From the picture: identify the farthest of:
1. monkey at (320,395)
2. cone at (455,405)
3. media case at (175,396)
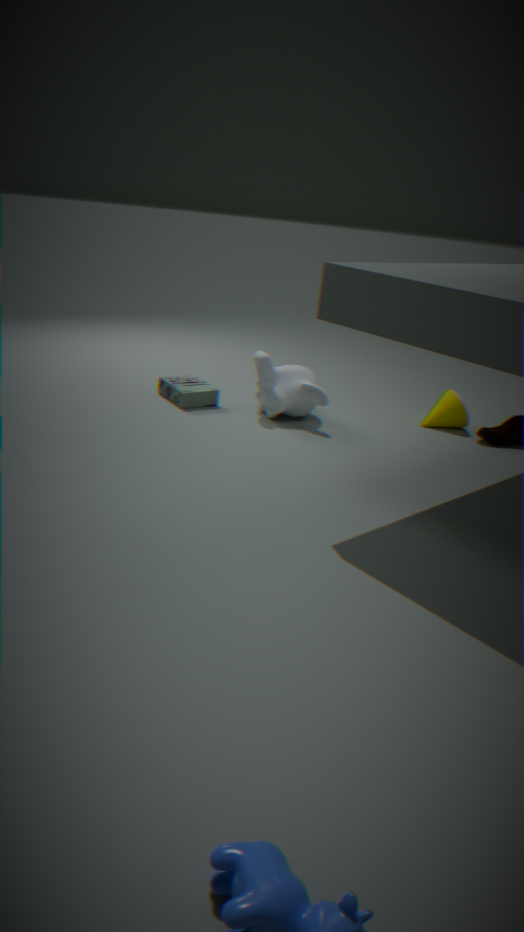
cone at (455,405)
